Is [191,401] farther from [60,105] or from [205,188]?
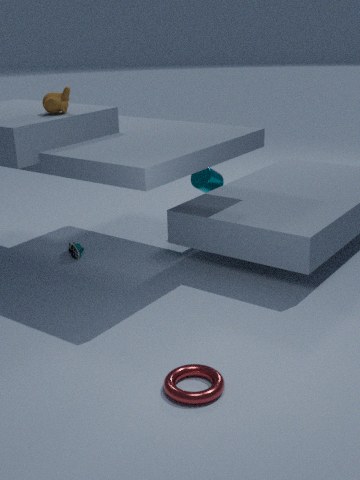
[205,188]
